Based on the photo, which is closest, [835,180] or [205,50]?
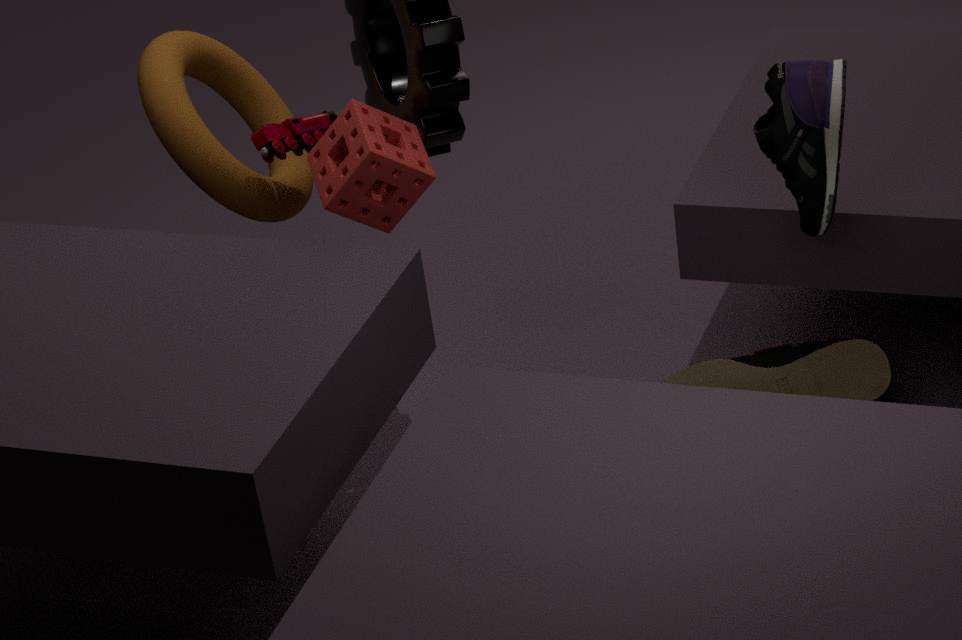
[835,180]
